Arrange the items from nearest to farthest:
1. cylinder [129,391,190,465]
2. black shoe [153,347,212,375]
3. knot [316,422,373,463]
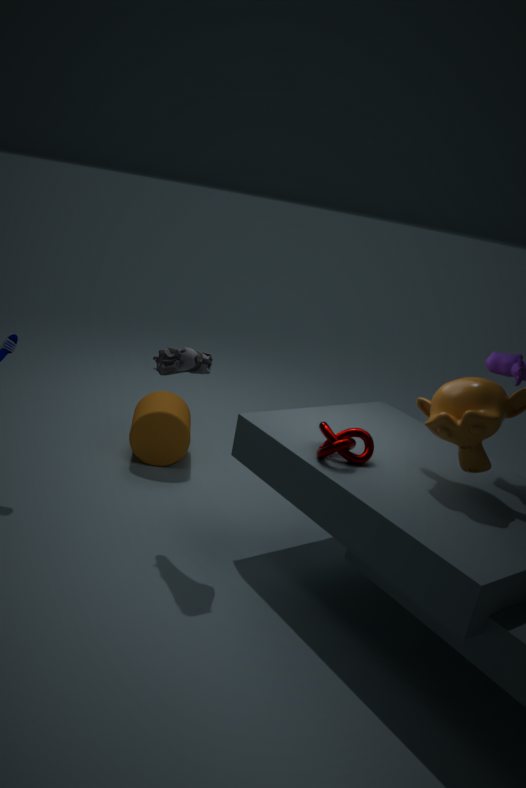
knot [316,422,373,463]
black shoe [153,347,212,375]
cylinder [129,391,190,465]
